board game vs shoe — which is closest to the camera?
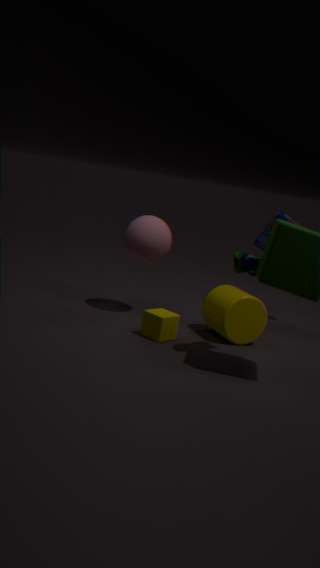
shoe
